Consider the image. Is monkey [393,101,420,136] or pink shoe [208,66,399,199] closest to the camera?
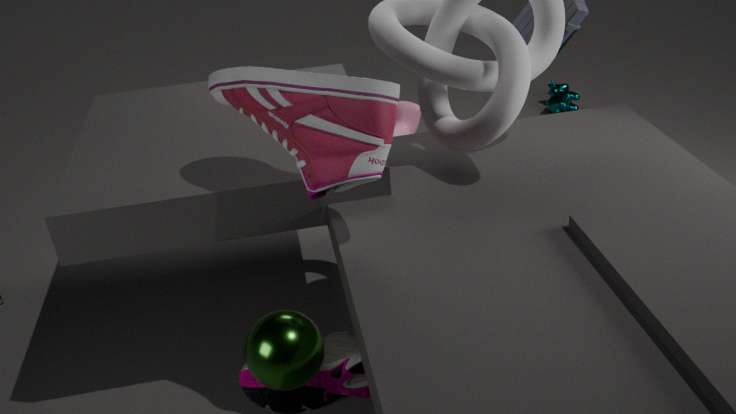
pink shoe [208,66,399,199]
